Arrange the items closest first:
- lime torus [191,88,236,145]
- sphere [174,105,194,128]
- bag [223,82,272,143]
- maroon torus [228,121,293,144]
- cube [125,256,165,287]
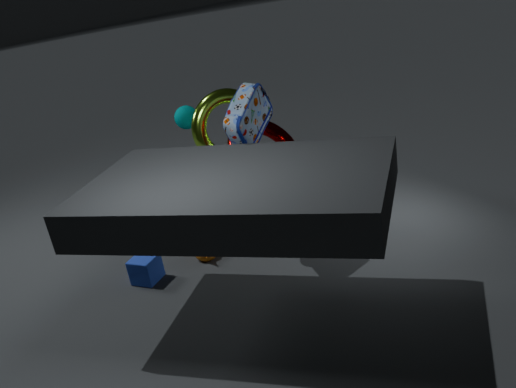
bag [223,82,272,143] < cube [125,256,165,287] < lime torus [191,88,236,145] < maroon torus [228,121,293,144] < sphere [174,105,194,128]
